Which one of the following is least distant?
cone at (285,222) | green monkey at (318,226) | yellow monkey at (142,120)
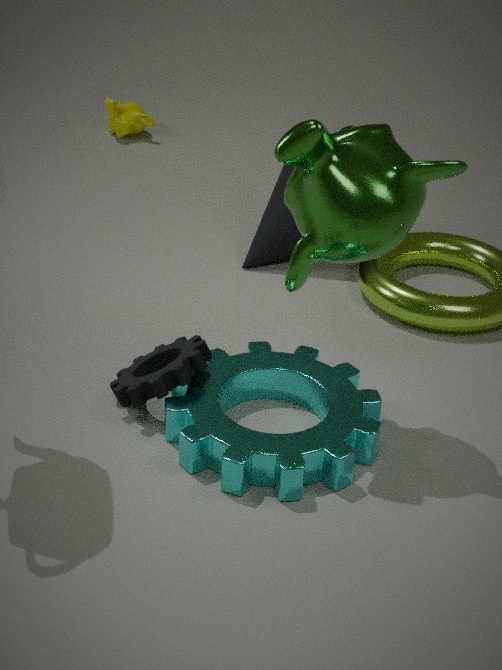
green monkey at (318,226)
